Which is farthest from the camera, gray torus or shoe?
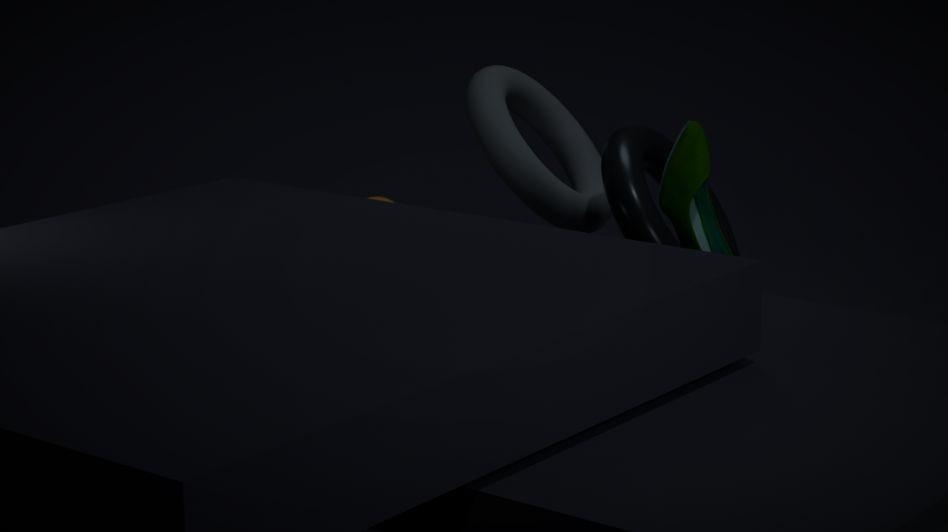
gray torus
